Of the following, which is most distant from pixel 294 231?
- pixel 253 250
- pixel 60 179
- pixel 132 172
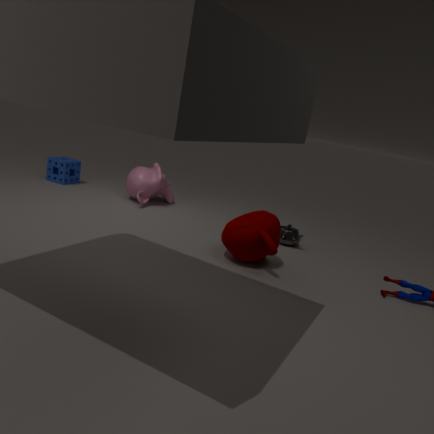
pixel 60 179
